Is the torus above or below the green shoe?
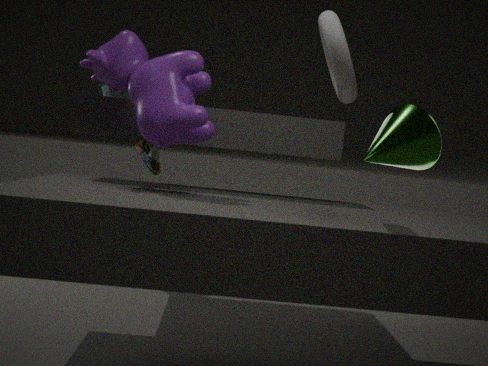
above
